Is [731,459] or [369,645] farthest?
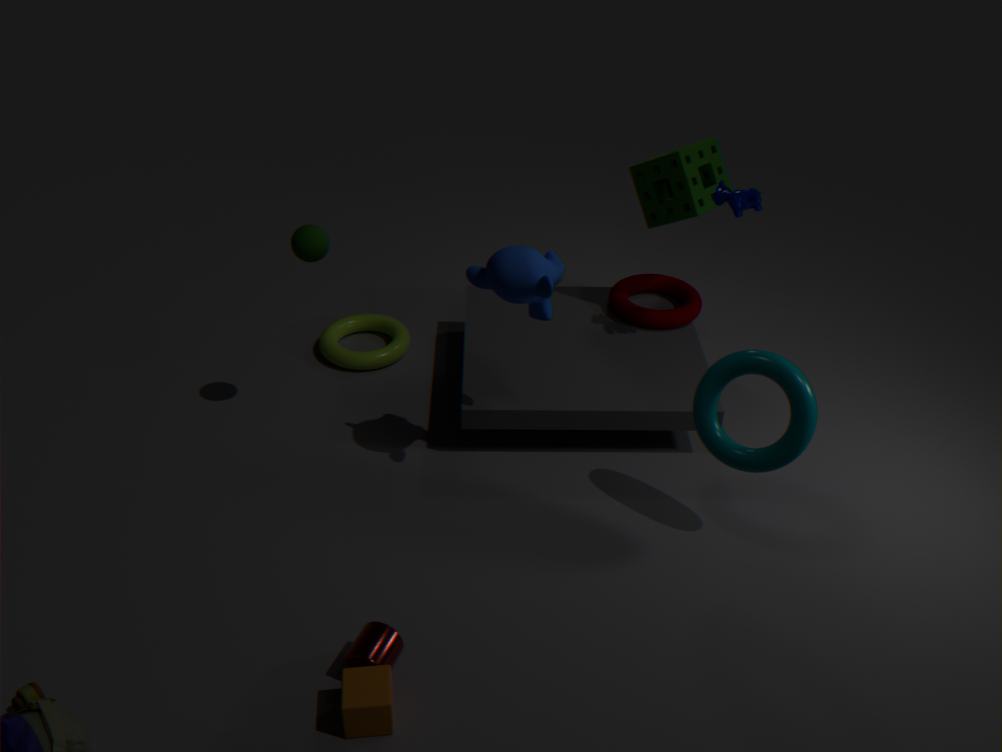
[731,459]
